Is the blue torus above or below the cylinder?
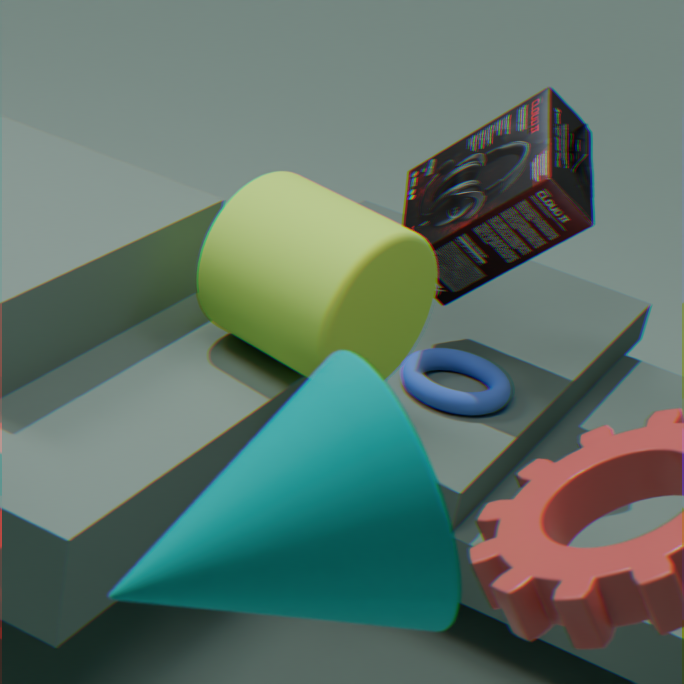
below
